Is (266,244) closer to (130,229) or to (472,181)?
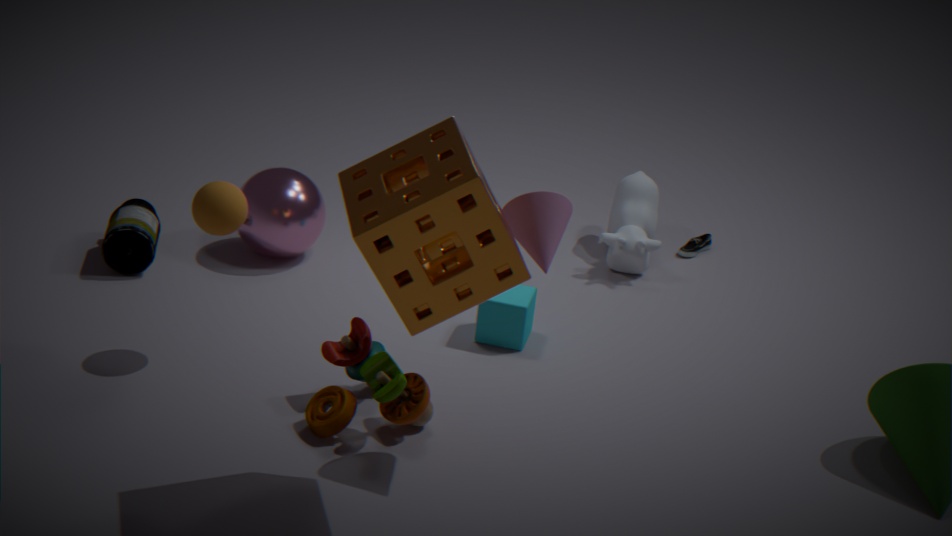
(130,229)
